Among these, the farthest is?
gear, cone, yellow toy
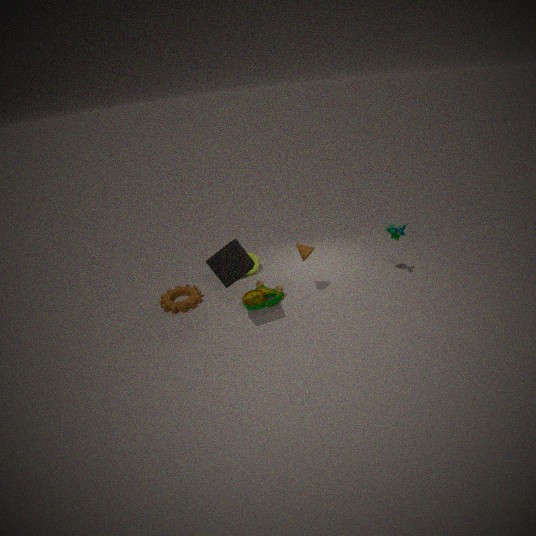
gear
